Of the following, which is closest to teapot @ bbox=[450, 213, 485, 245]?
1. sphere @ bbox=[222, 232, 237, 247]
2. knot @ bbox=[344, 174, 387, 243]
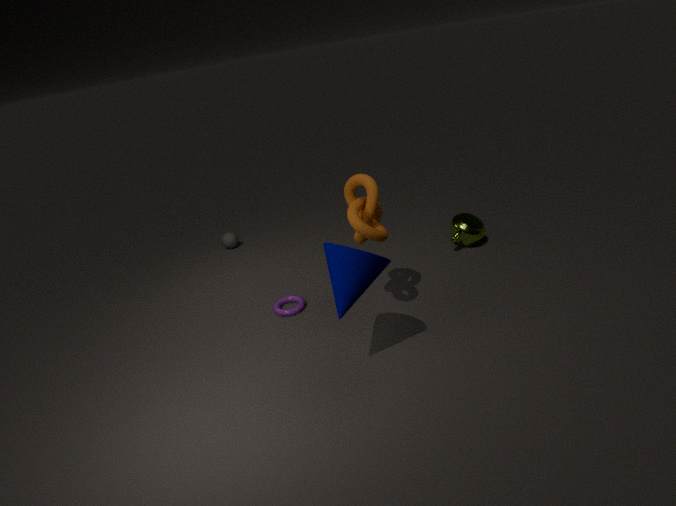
knot @ bbox=[344, 174, 387, 243]
